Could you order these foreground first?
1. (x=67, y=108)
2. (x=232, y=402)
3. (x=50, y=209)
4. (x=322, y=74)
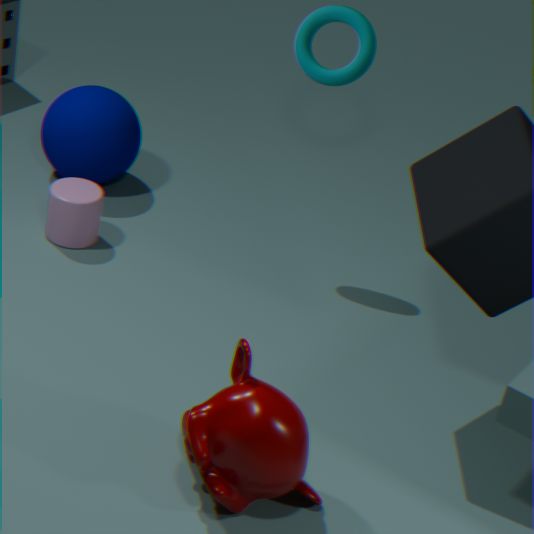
(x=232, y=402) < (x=322, y=74) < (x=50, y=209) < (x=67, y=108)
